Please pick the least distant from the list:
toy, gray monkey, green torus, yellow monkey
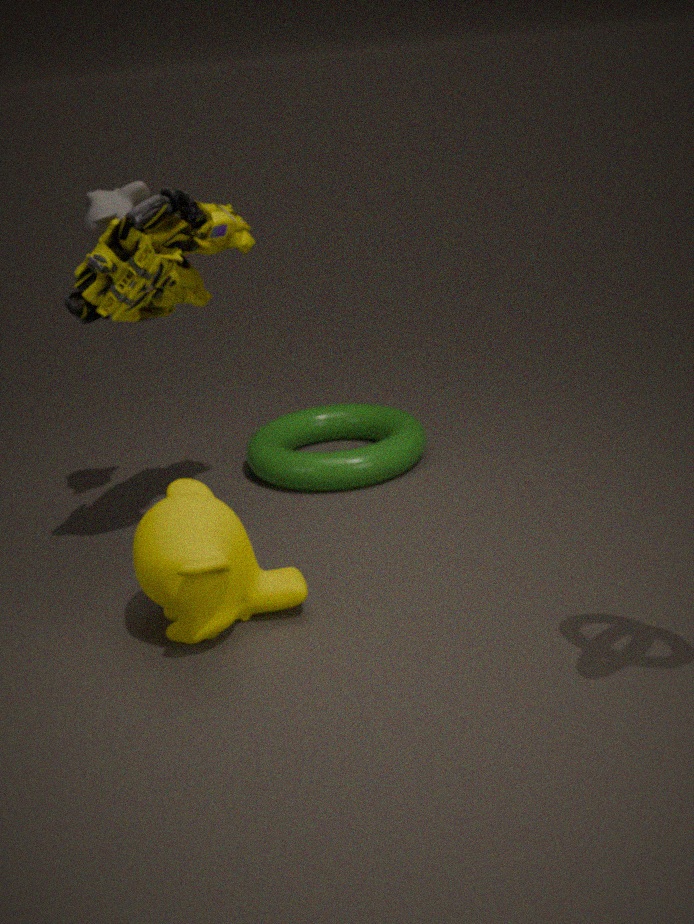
yellow monkey
